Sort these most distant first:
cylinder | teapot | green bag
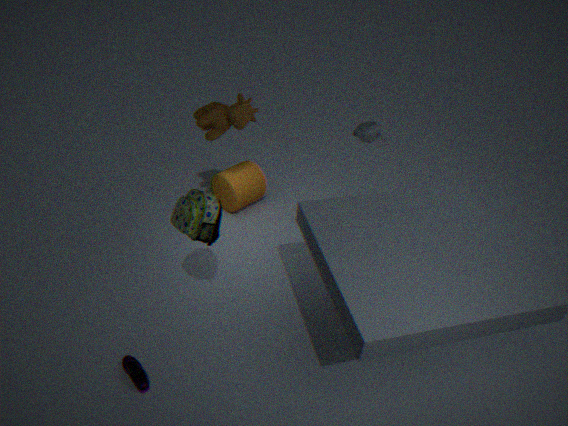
cylinder
teapot
green bag
